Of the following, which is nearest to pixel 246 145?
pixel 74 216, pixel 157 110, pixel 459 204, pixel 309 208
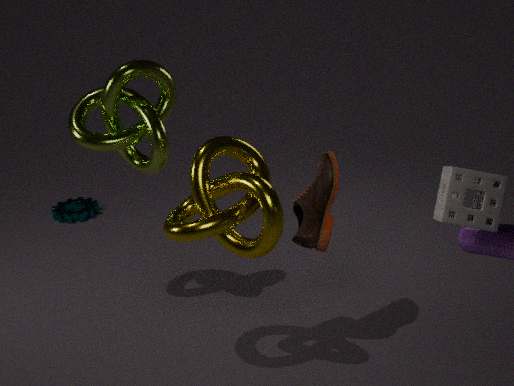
pixel 309 208
